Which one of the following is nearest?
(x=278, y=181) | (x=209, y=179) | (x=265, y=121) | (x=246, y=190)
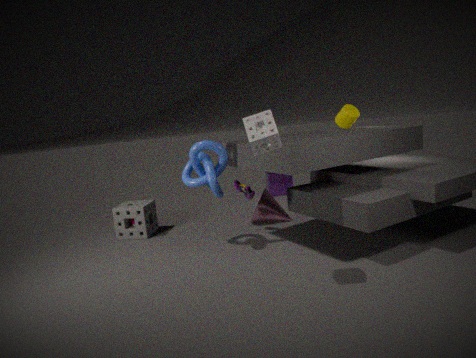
Answer: (x=265, y=121)
